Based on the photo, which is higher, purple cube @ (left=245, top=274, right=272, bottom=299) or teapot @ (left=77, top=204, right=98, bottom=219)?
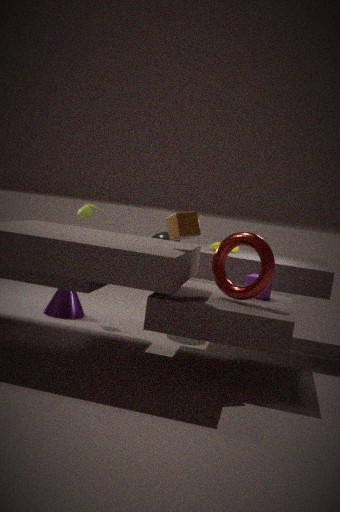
teapot @ (left=77, top=204, right=98, bottom=219)
